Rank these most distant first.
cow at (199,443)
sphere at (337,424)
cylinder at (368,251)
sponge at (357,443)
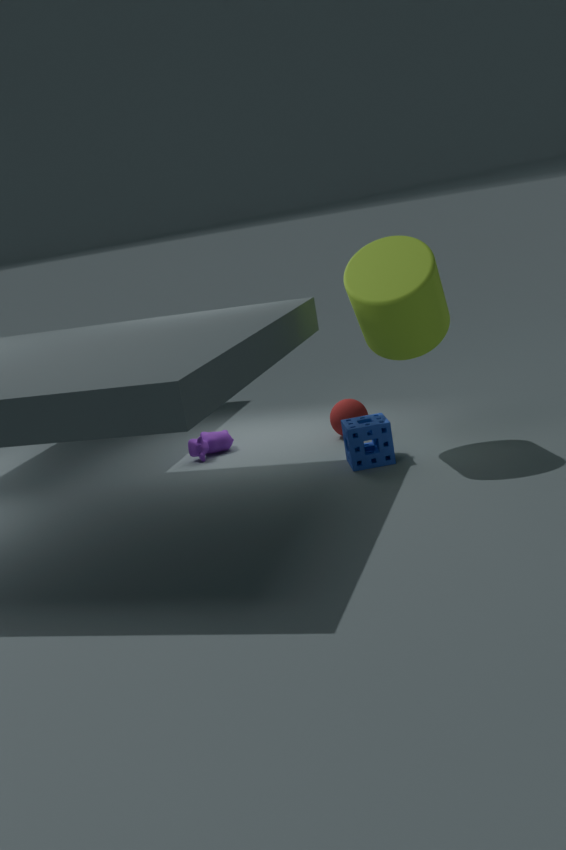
cow at (199,443) → sphere at (337,424) → sponge at (357,443) → cylinder at (368,251)
